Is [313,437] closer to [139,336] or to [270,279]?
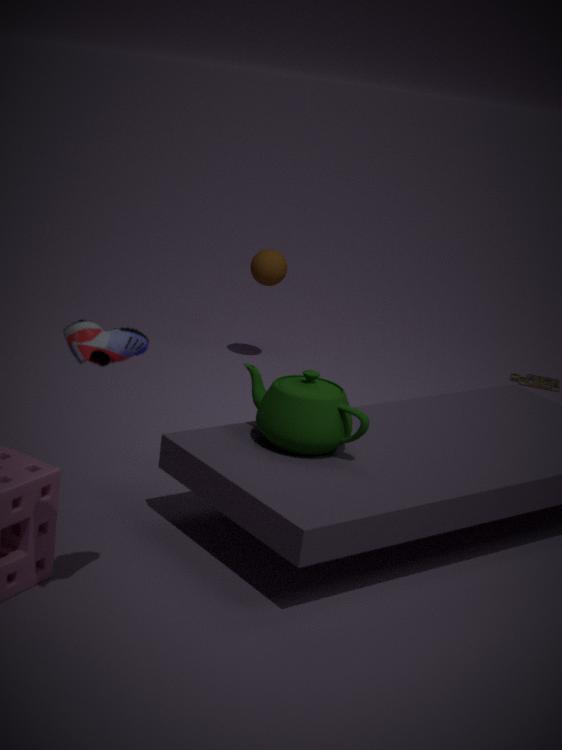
[139,336]
